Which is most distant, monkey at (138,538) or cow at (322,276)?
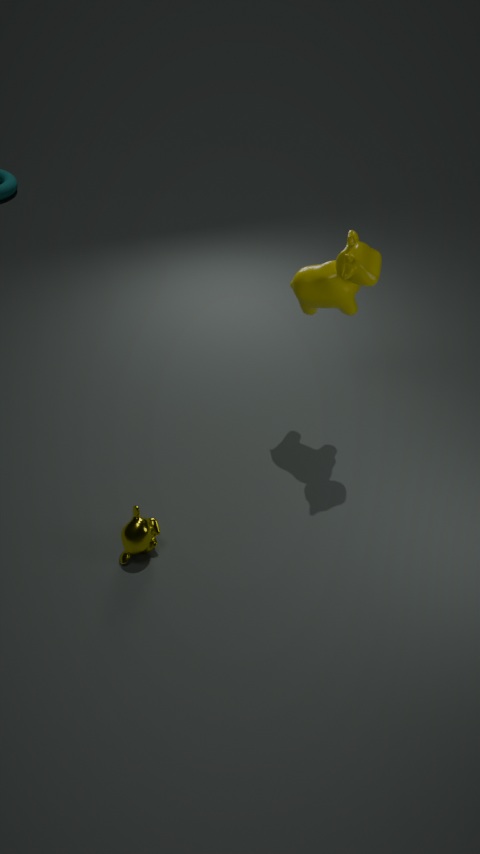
cow at (322,276)
